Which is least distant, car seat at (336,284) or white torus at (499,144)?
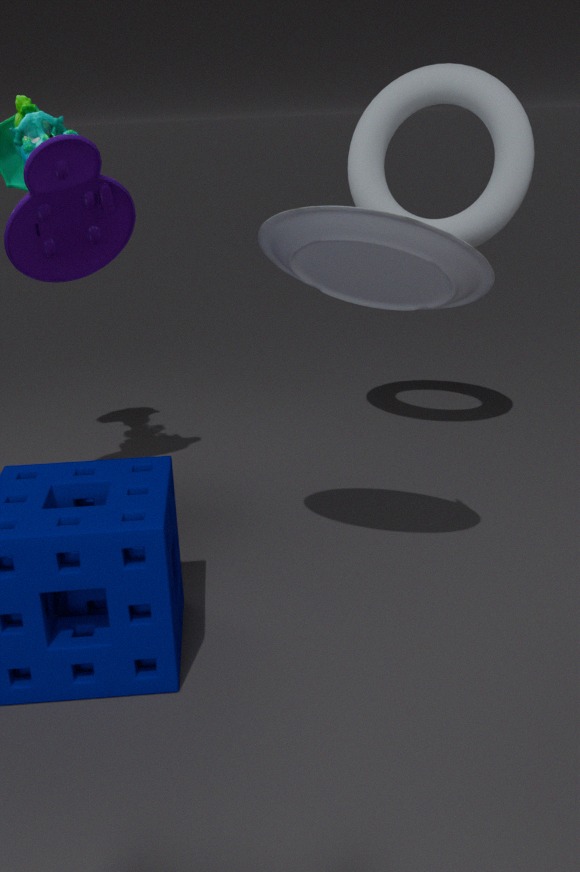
car seat at (336,284)
